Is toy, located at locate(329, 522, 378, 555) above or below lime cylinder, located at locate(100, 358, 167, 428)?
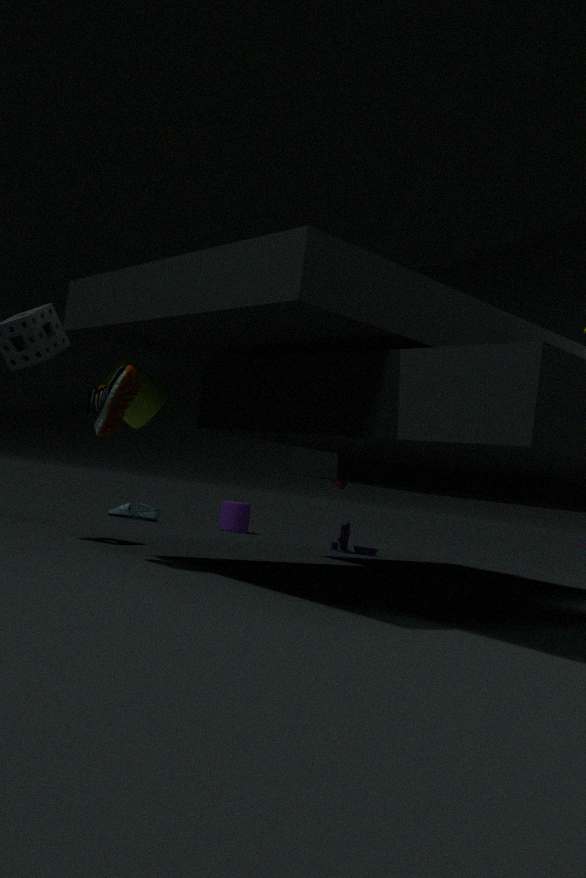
below
